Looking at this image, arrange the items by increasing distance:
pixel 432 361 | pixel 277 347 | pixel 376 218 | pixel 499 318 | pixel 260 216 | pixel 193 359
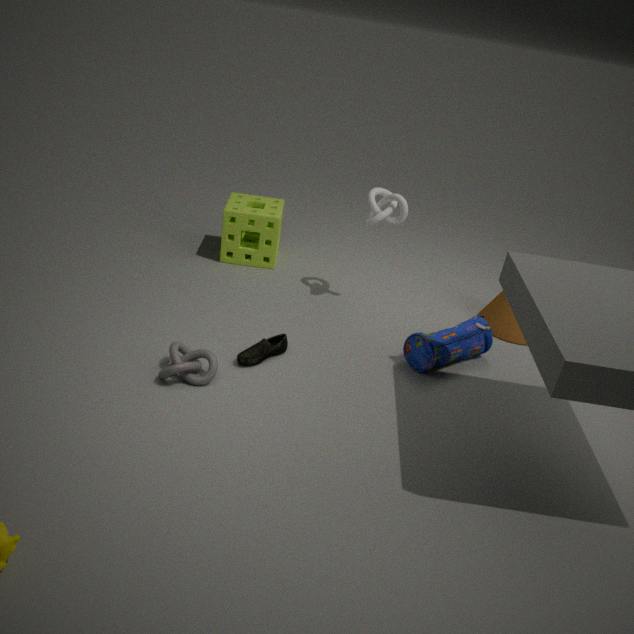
1. pixel 193 359
2. pixel 432 361
3. pixel 277 347
4. pixel 376 218
5. pixel 499 318
6. pixel 260 216
